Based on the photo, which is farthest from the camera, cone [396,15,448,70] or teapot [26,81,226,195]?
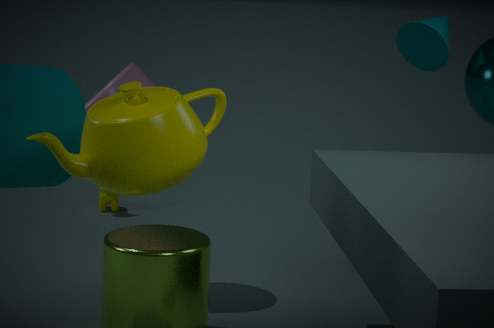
cone [396,15,448,70]
